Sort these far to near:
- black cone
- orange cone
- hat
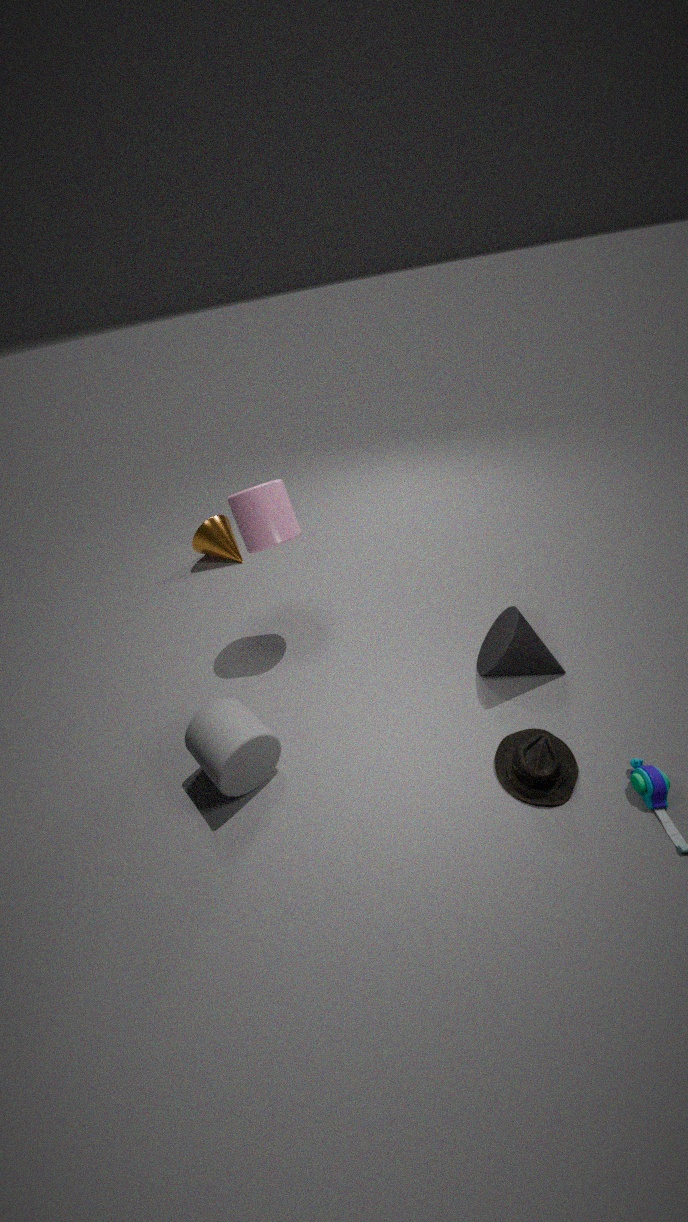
orange cone → black cone → hat
